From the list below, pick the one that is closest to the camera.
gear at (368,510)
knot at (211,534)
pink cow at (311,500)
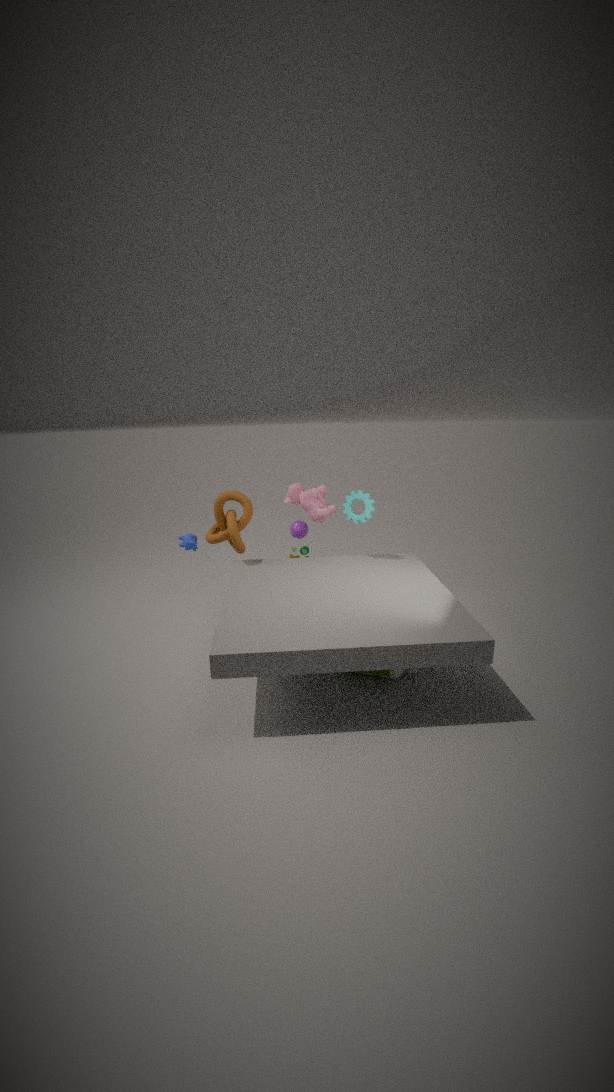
knot at (211,534)
